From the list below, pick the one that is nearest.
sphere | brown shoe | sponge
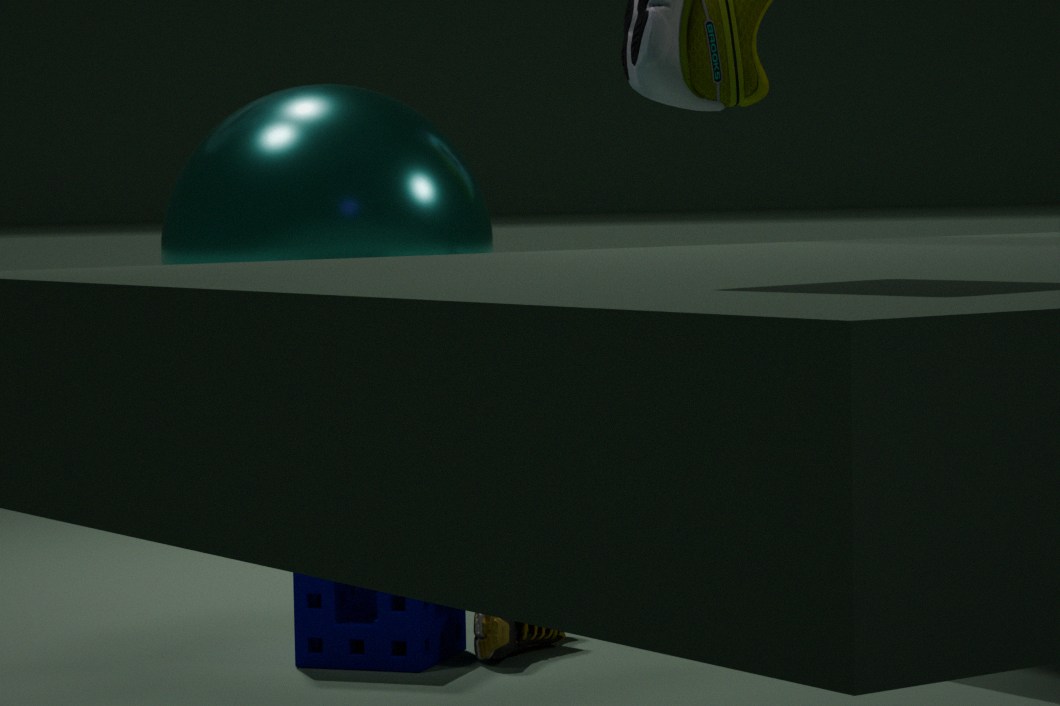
sphere
